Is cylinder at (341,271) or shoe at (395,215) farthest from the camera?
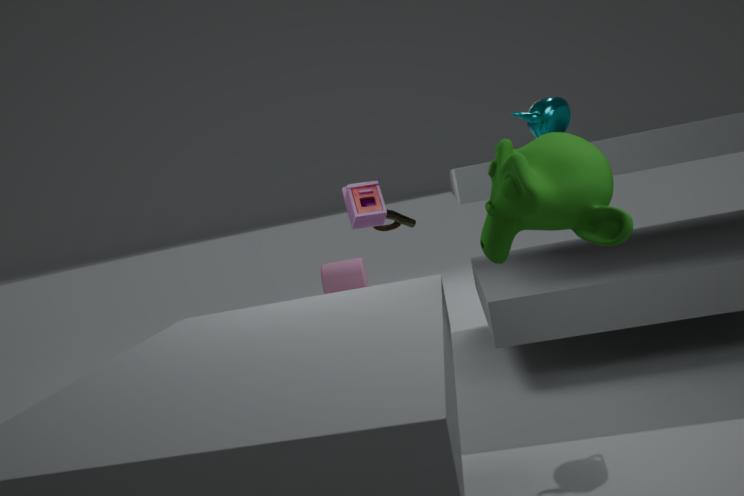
cylinder at (341,271)
